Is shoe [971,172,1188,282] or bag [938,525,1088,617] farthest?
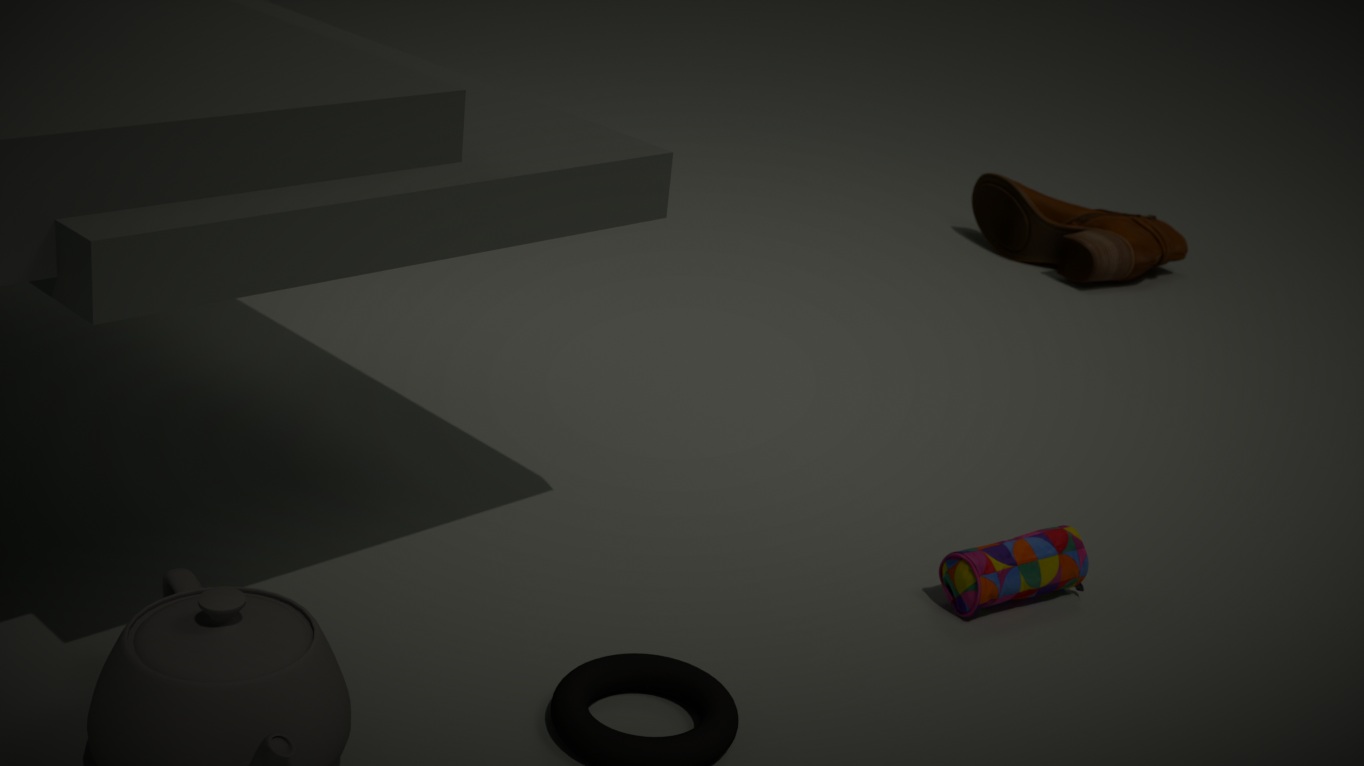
shoe [971,172,1188,282]
